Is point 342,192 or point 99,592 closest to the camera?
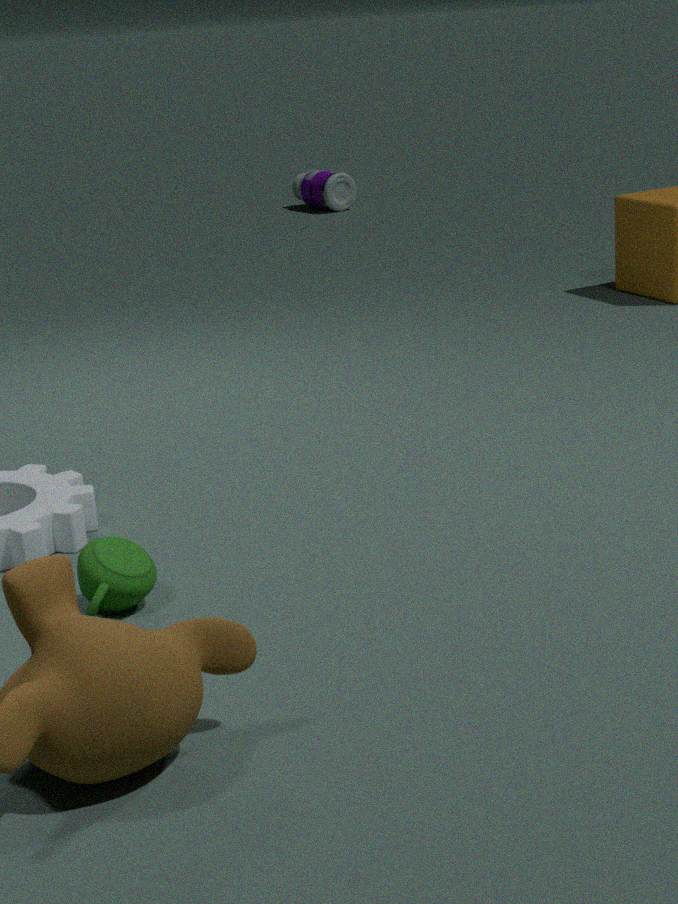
point 99,592
